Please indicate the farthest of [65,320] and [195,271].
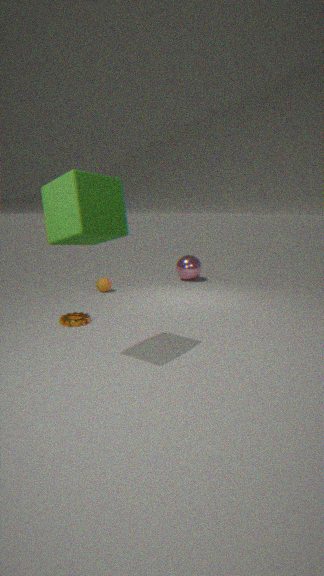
[195,271]
